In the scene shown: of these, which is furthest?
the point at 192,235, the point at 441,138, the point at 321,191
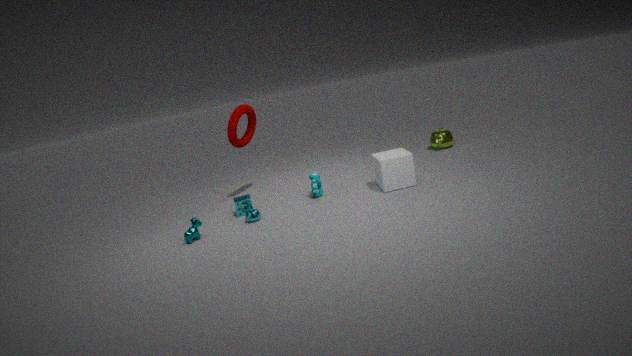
the point at 441,138
